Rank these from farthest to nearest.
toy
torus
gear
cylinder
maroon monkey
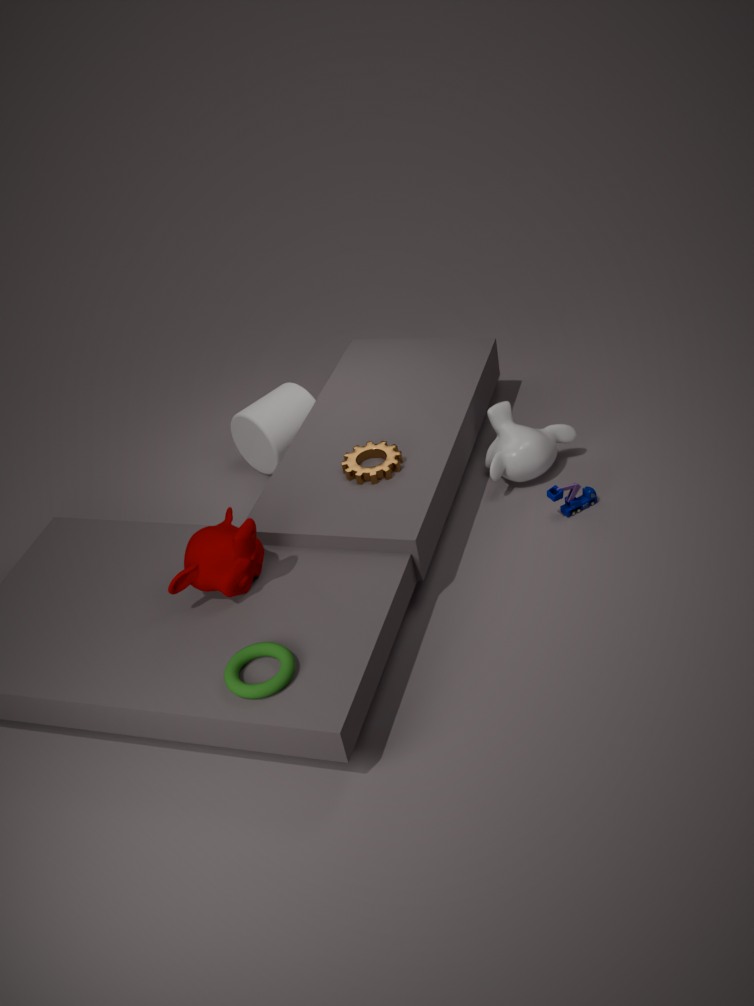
cylinder → toy → gear → maroon monkey → torus
